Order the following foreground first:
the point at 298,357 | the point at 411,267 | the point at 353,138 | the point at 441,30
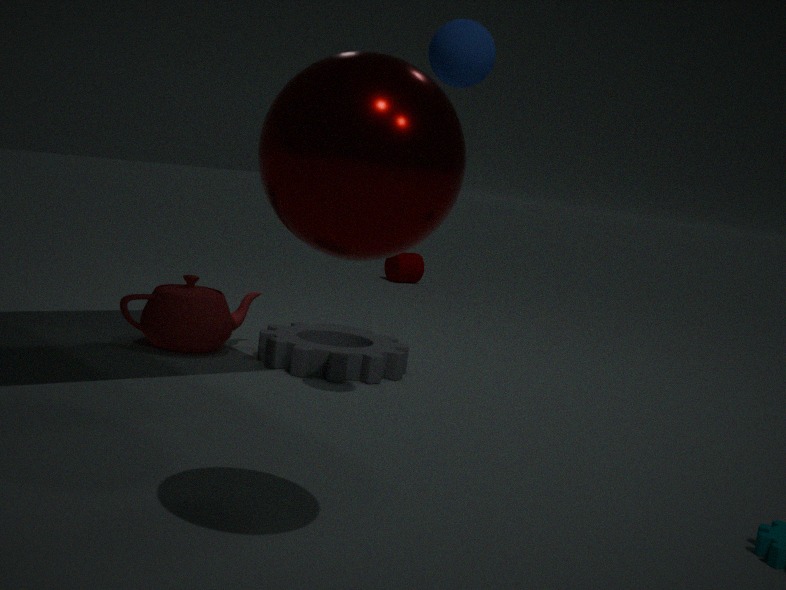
1. the point at 353,138
2. the point at 441,30
3. the point at 298,357
4. the point at 411,267
